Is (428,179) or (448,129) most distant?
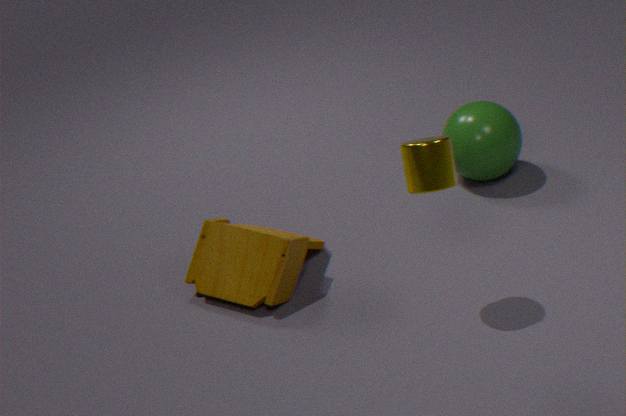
(448,129)
